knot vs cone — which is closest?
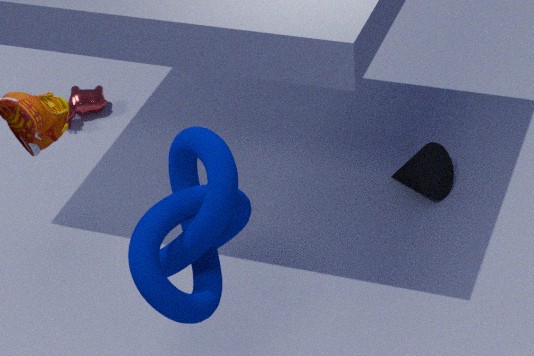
knot
